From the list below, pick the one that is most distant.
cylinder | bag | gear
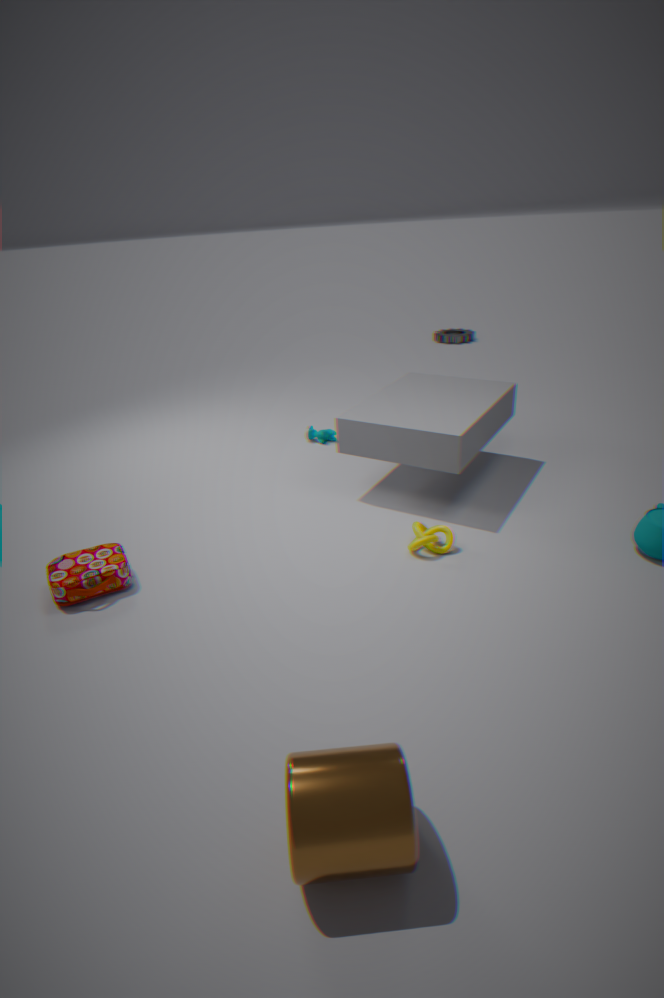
gear
